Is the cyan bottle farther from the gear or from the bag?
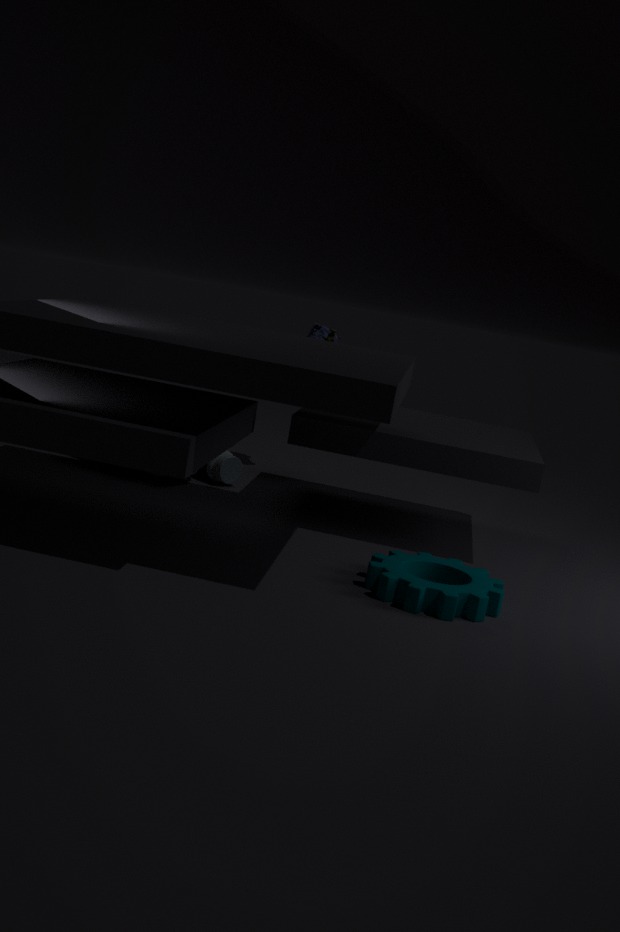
the gear
